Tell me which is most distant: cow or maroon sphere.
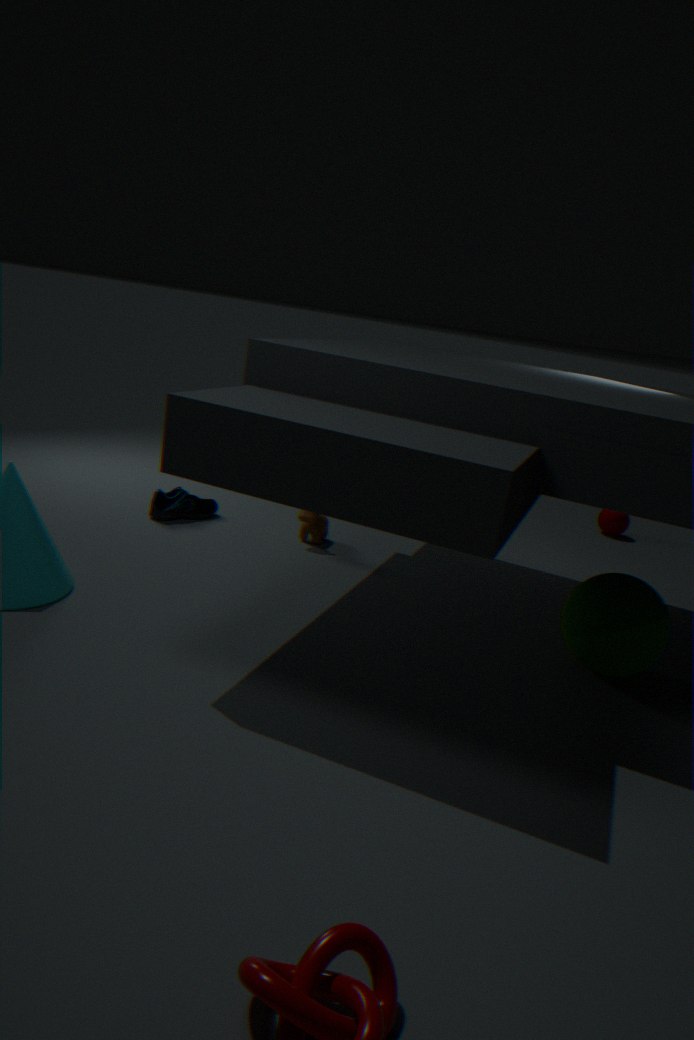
maroon sphere
